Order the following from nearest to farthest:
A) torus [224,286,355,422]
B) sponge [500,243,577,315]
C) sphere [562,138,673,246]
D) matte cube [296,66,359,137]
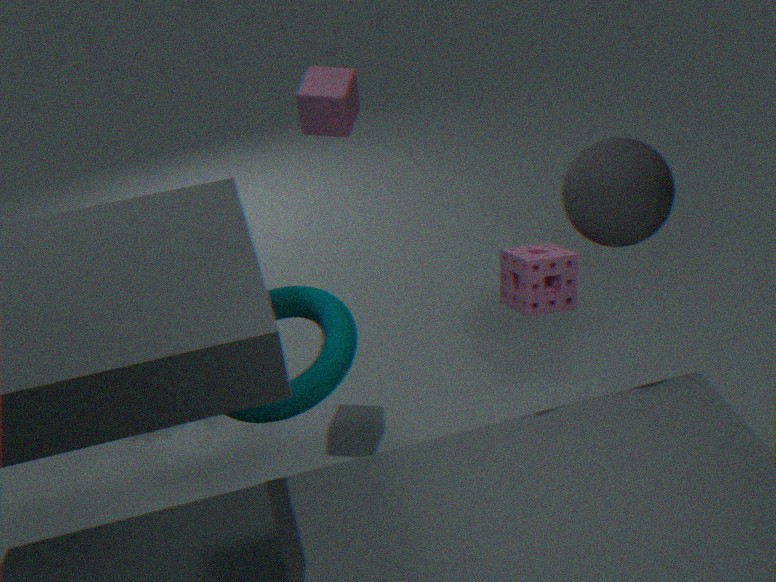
A. torus [224,286,355,422]
B. sponge [500,243,577,315]
C. sphere [562,138,673,246]
D. matte cube [296,66,359,137]
